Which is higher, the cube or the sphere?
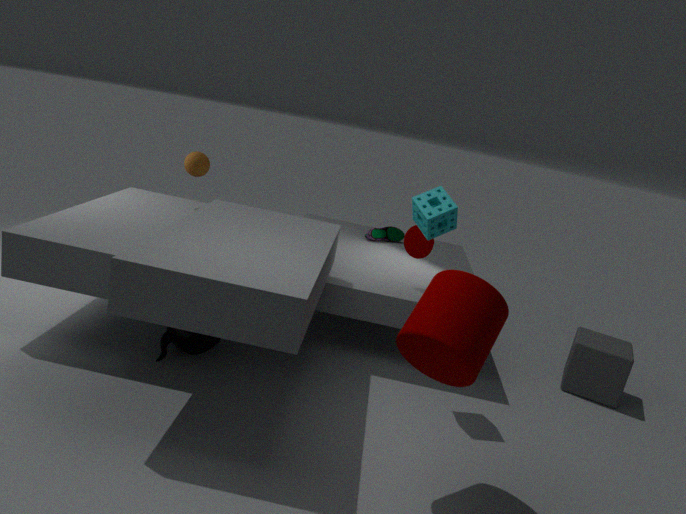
the sphere
